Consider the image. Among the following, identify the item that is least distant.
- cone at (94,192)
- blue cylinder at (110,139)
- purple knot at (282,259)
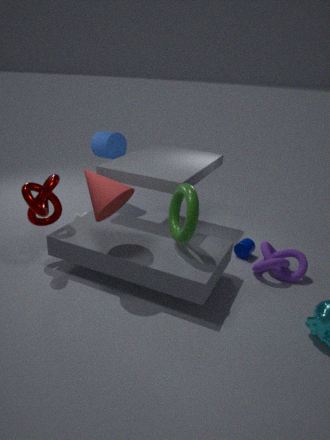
cone at (94,192)
